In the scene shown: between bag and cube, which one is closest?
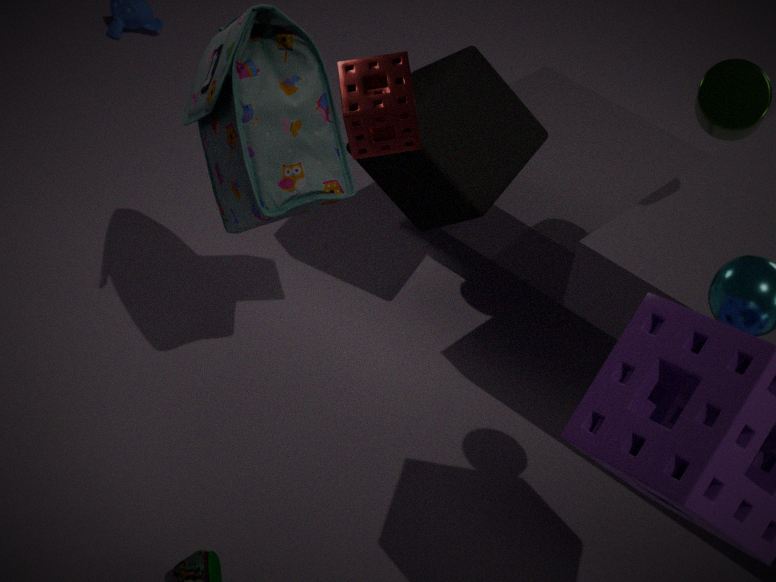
bag
